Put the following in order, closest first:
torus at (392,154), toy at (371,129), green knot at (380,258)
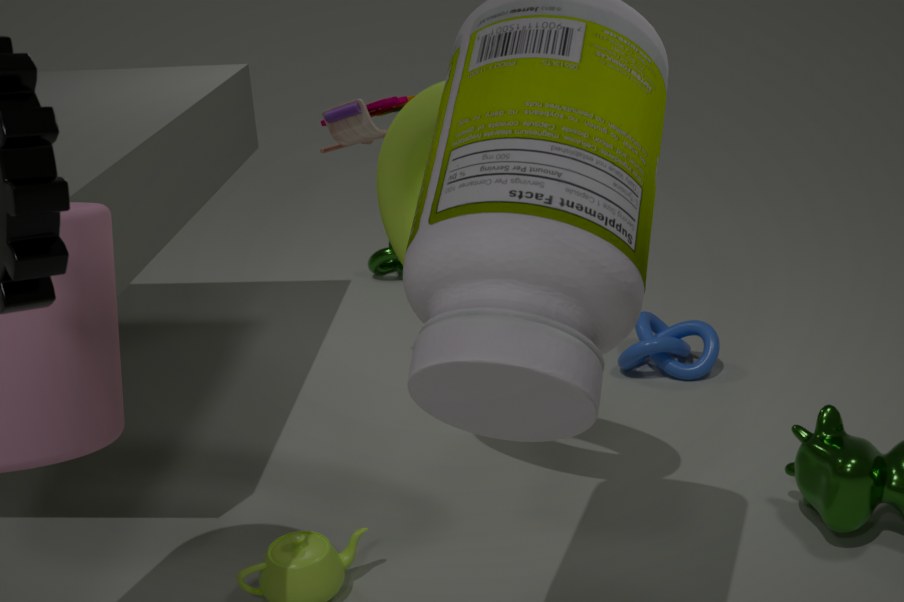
torus at (392,154) < toy at (371,129) < green knot at (380,258)
